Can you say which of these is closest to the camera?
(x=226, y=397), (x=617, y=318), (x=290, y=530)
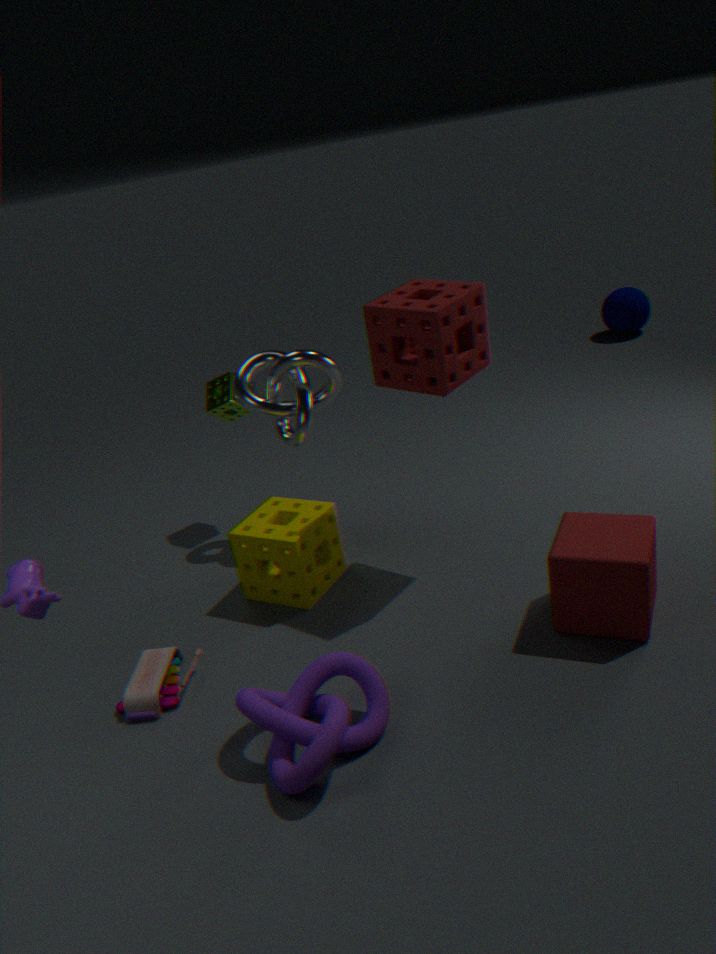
(x=290, y=530)
